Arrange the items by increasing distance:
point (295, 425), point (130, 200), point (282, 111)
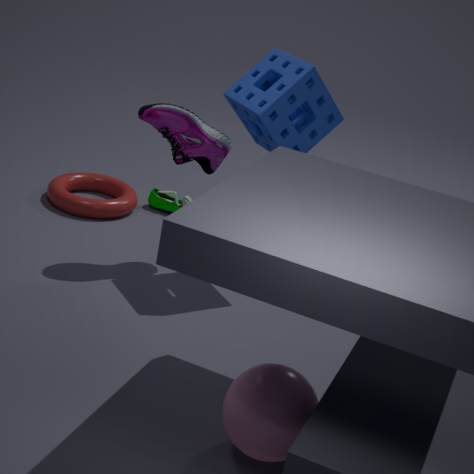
point (295, 425)
point (282, 111)
point (130, 200)
